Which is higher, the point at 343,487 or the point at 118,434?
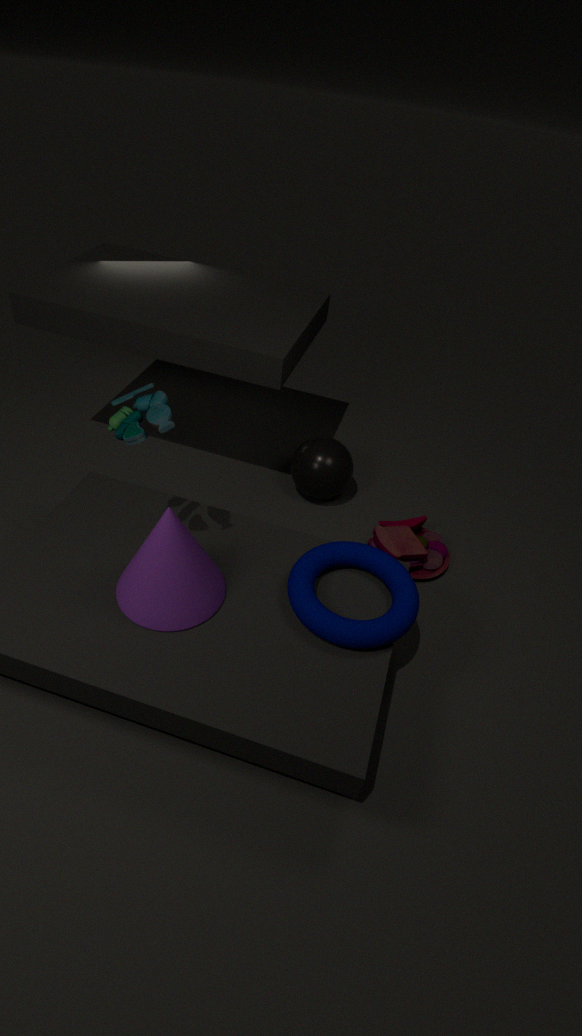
the point at 118,434
